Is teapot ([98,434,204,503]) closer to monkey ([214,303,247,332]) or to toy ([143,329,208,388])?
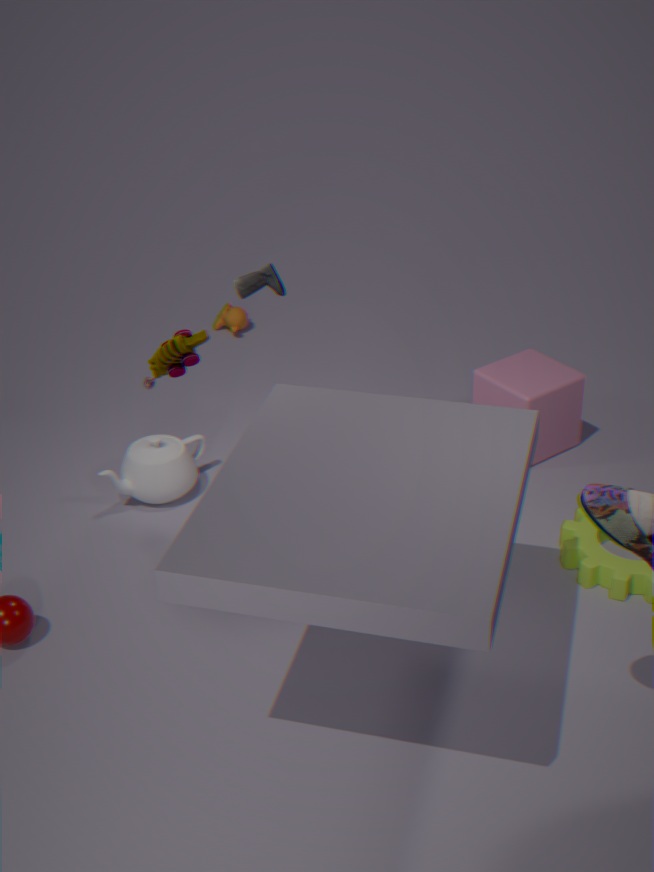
toy ([143,329,208,388])
